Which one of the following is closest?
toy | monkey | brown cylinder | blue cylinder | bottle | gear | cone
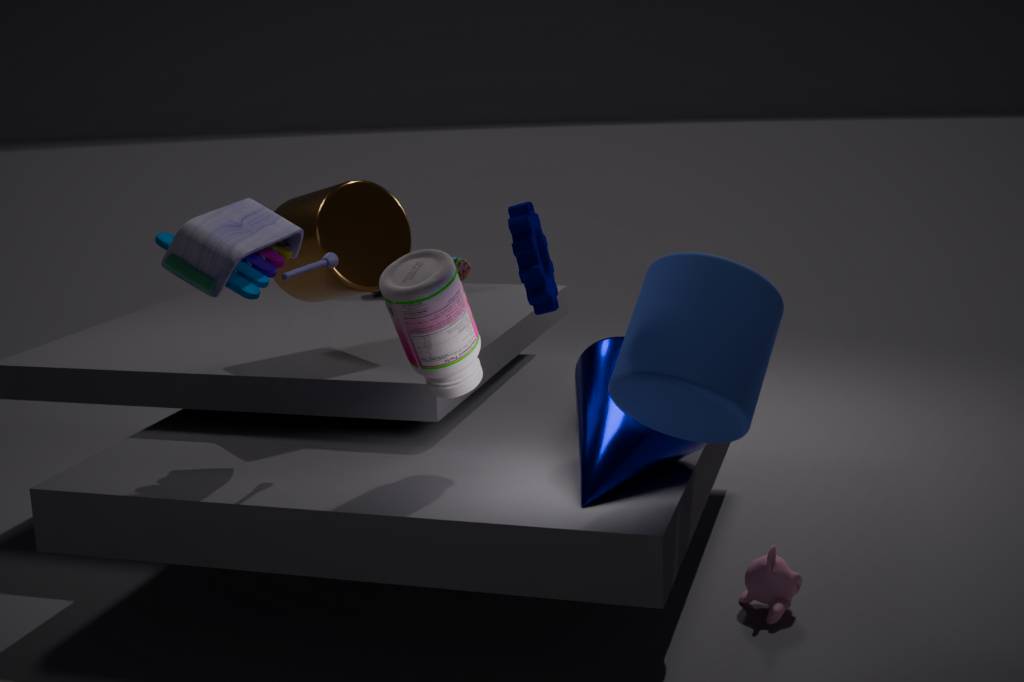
gear
